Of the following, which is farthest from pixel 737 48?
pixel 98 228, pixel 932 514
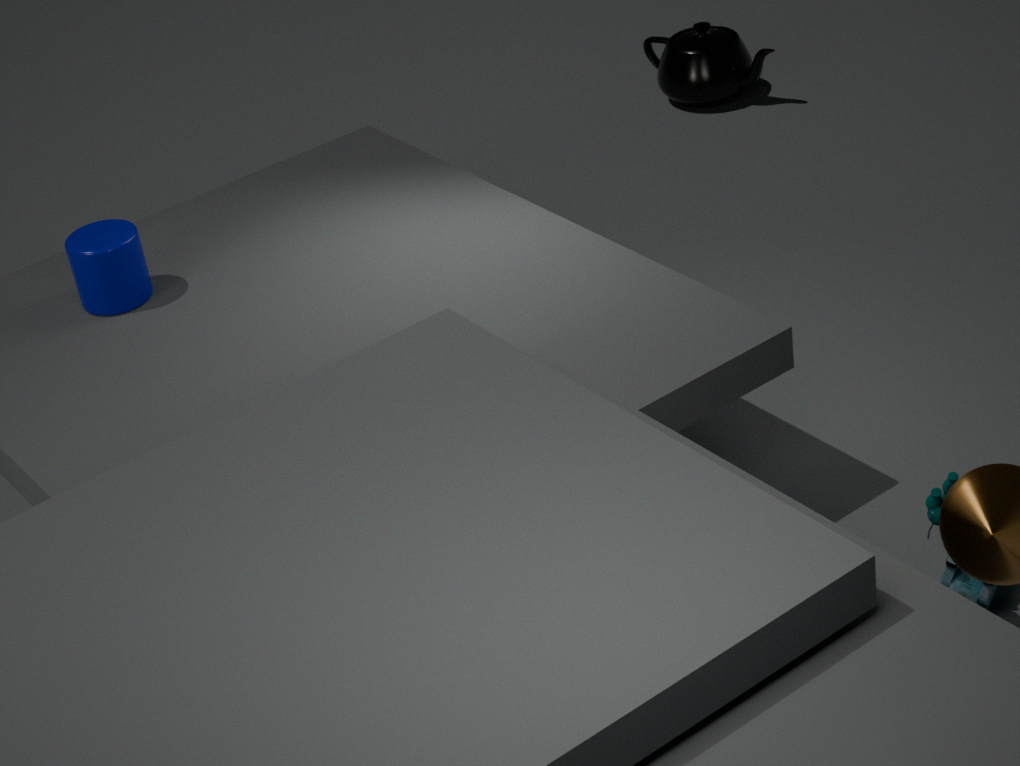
pixel 932 514
